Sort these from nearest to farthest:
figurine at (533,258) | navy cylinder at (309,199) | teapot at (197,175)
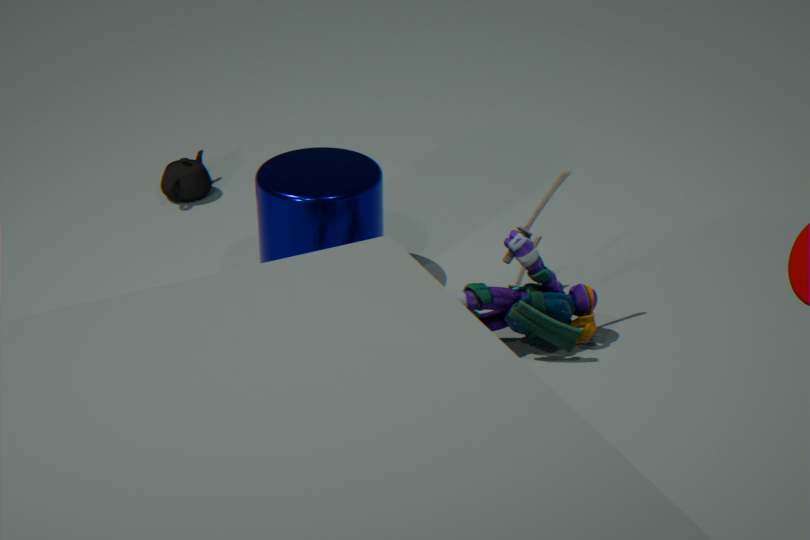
figurine at (533,258)
navy cylinder at (309,199)
teapot at (197,175)
